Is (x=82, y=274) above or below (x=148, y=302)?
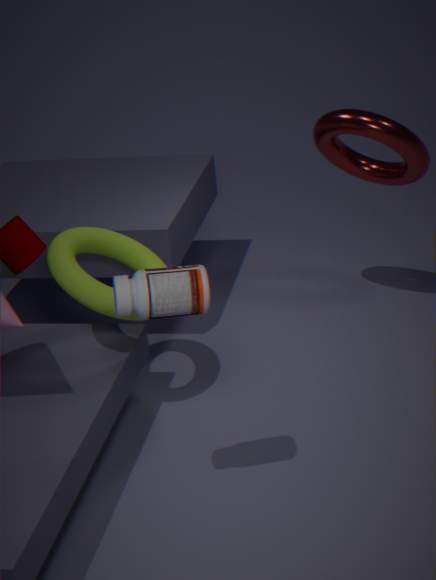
below
